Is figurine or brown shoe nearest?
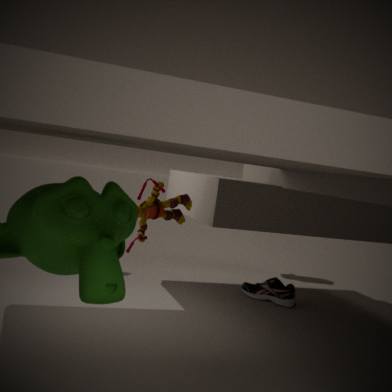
figurine
